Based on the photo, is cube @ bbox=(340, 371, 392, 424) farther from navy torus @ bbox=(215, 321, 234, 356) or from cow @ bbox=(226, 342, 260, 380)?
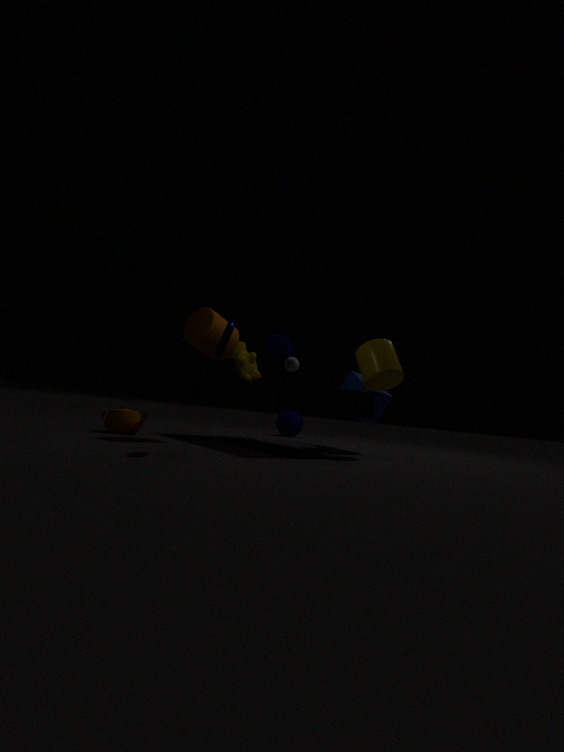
navy torus @ bbox=(215, 321, 234, 356)
